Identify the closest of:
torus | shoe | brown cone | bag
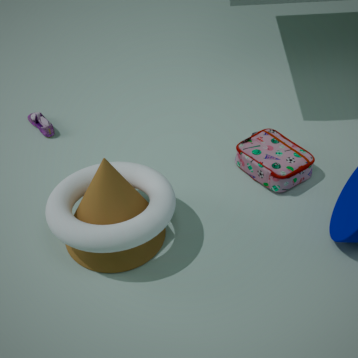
torus
